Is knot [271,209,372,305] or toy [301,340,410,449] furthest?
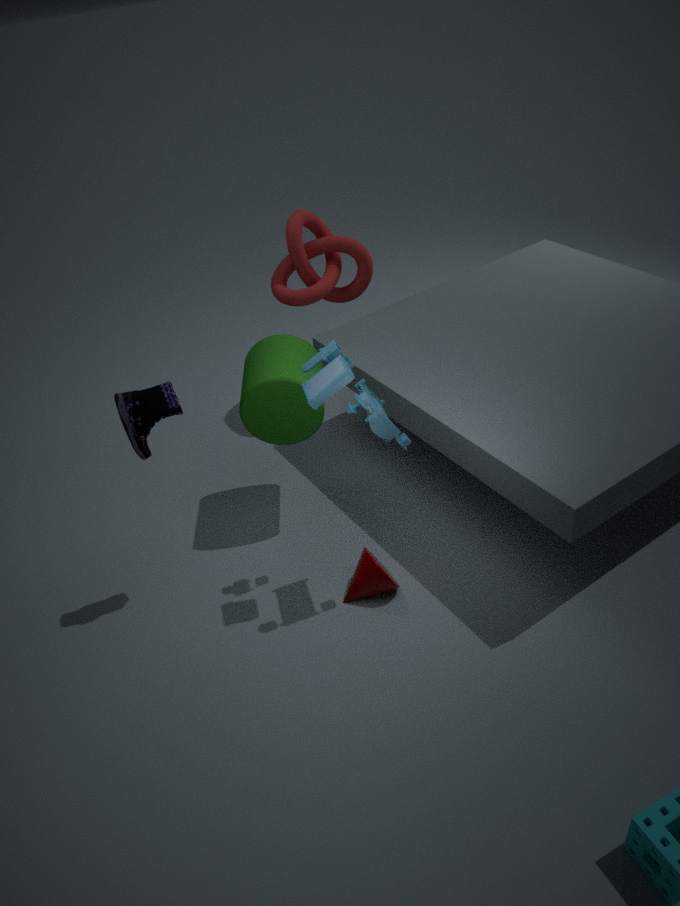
knot [271,209,372,305]
